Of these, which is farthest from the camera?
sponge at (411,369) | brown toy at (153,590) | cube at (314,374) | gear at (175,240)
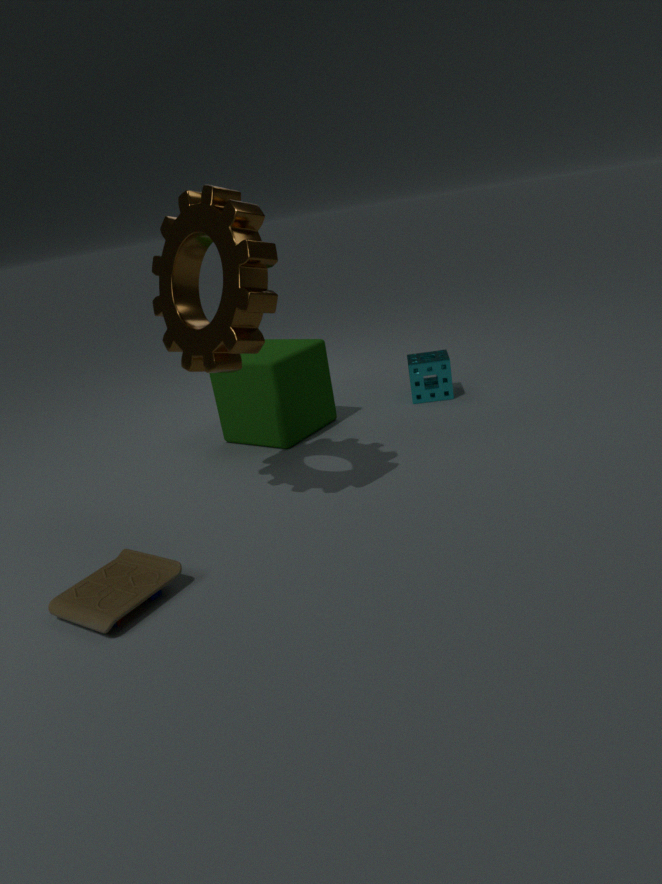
sponge at (411,369)
